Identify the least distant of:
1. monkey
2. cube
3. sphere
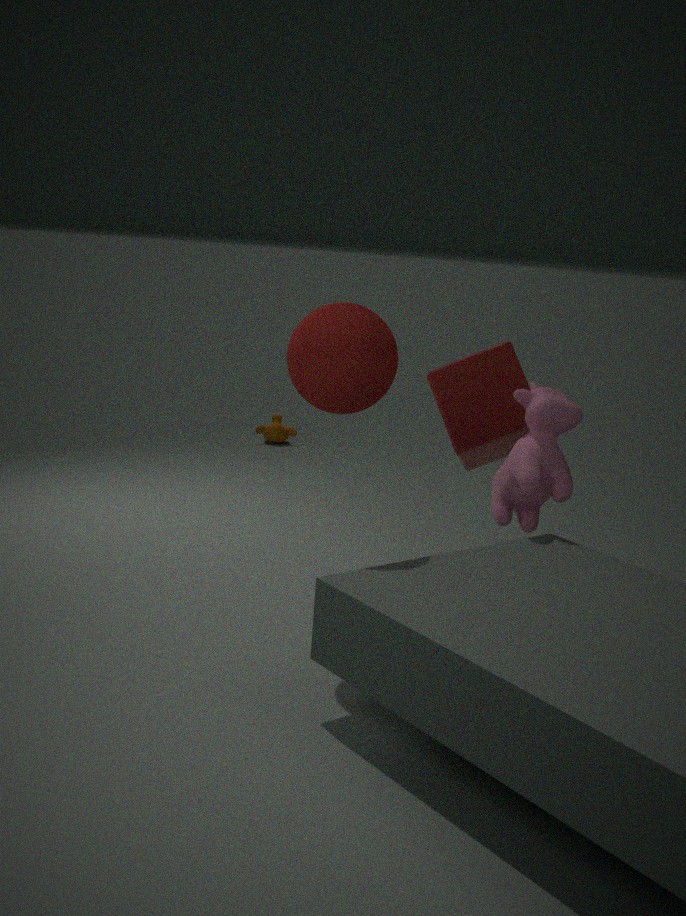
sphere
